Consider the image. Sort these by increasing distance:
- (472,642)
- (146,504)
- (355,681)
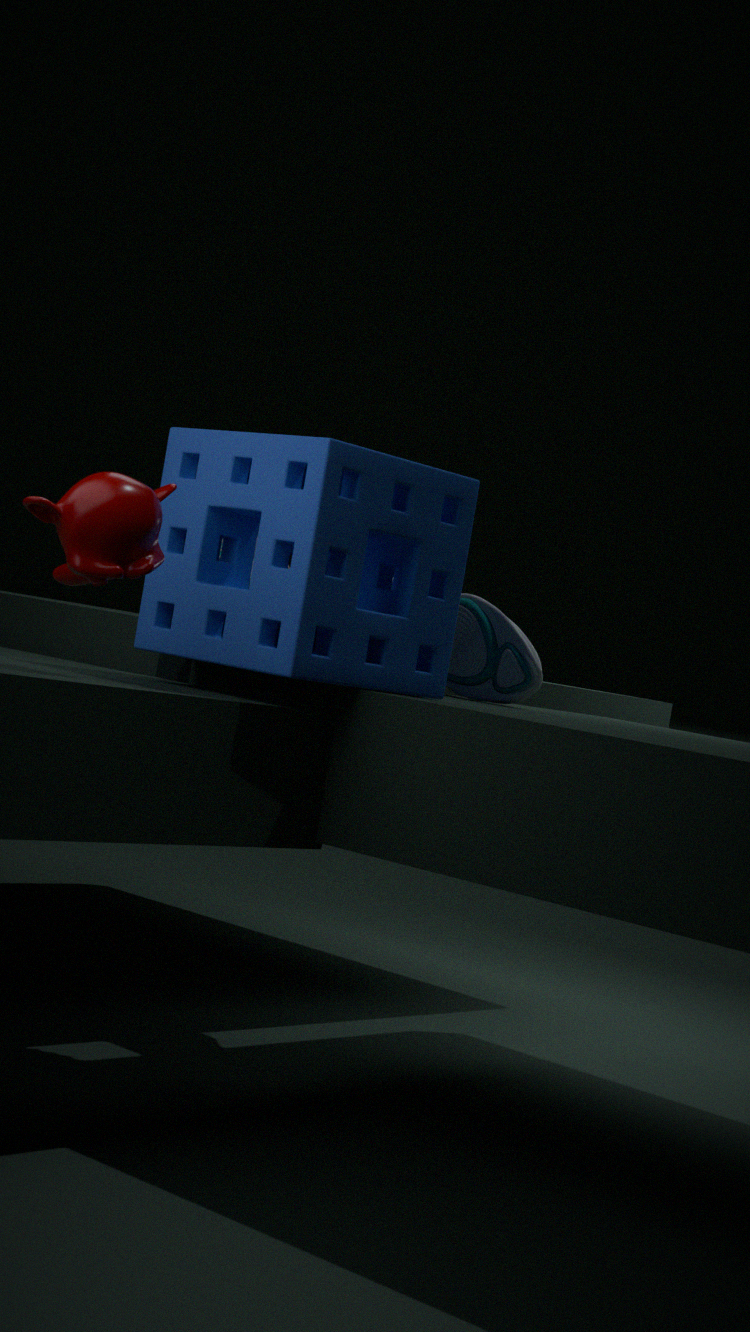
(146,504) → (355,681) → (472,642)
